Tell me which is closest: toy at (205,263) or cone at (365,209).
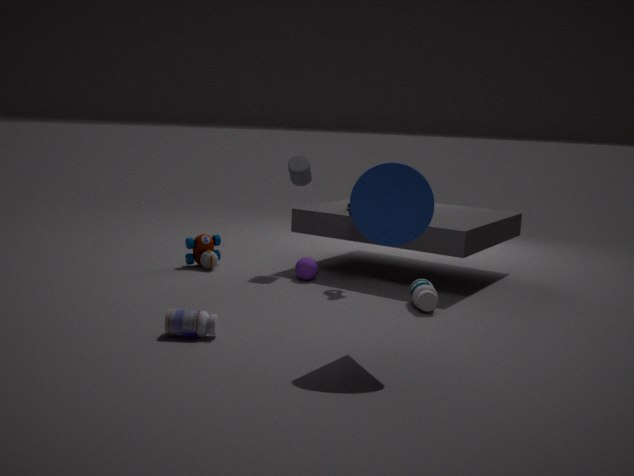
cone at (365,209)
